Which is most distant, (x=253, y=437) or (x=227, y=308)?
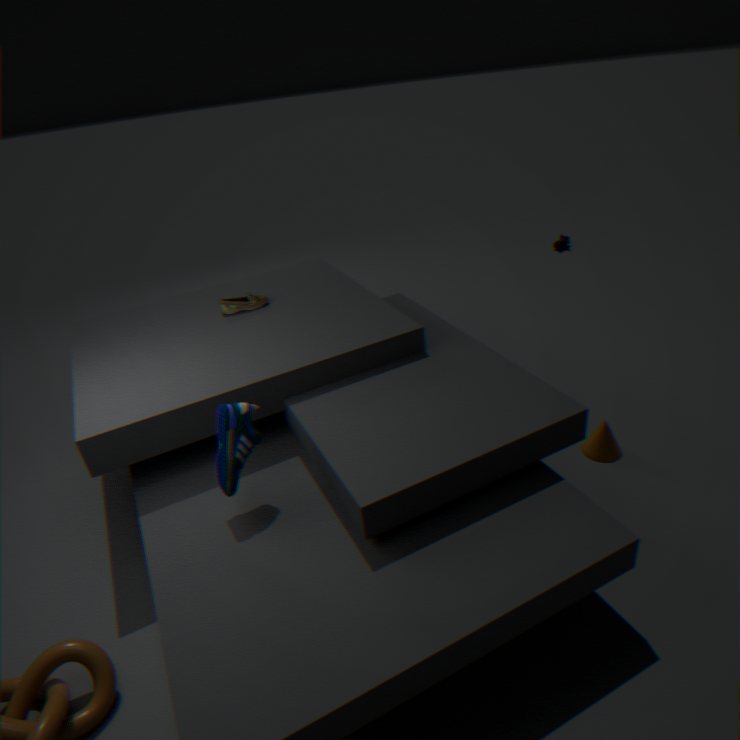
(x=227, y=308)
